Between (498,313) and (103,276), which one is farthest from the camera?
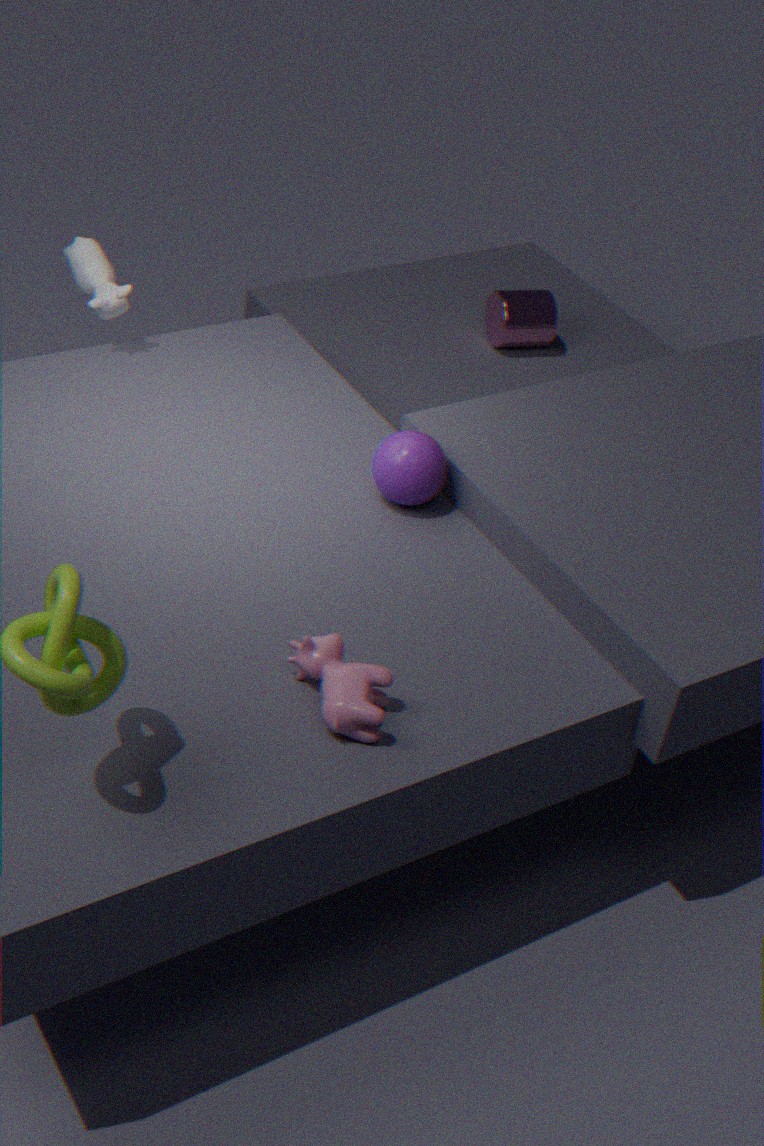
(498,313)
